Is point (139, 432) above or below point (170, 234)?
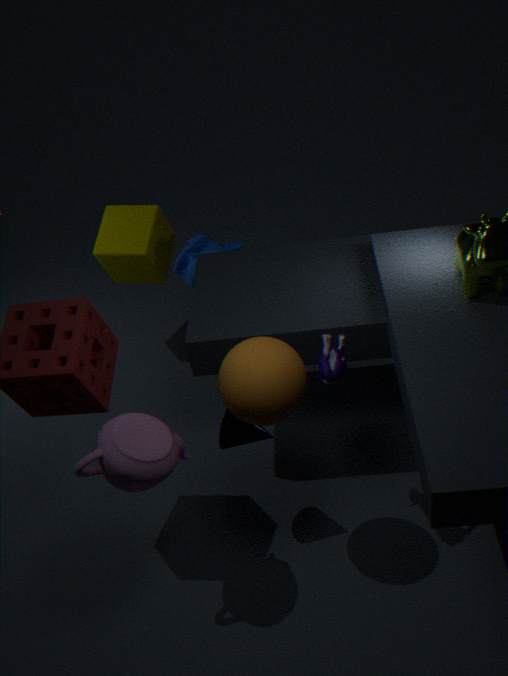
above
